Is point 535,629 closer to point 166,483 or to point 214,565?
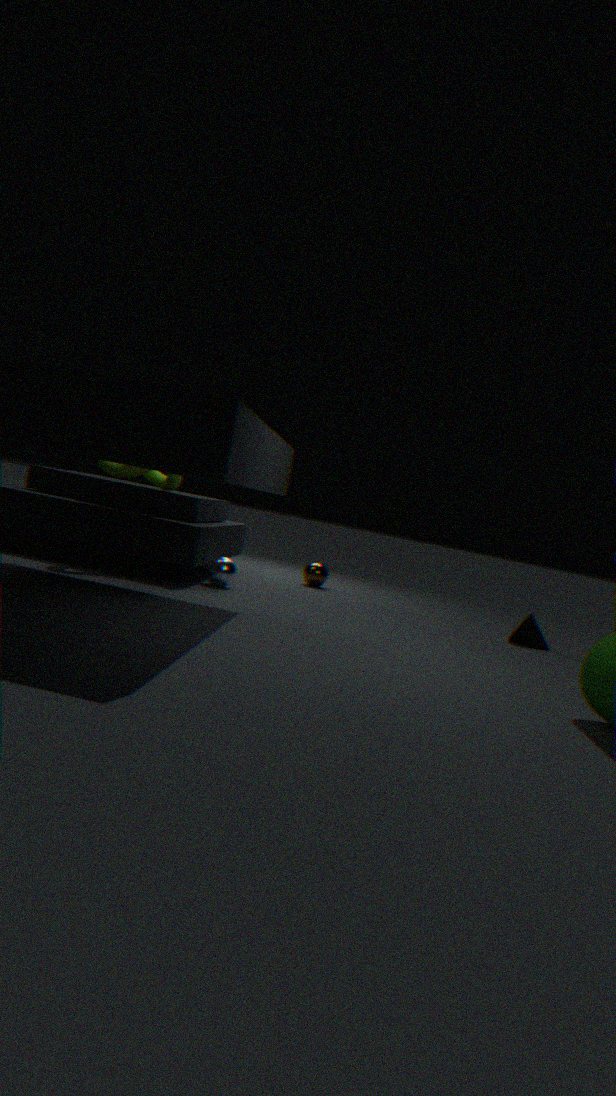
point 214,565
